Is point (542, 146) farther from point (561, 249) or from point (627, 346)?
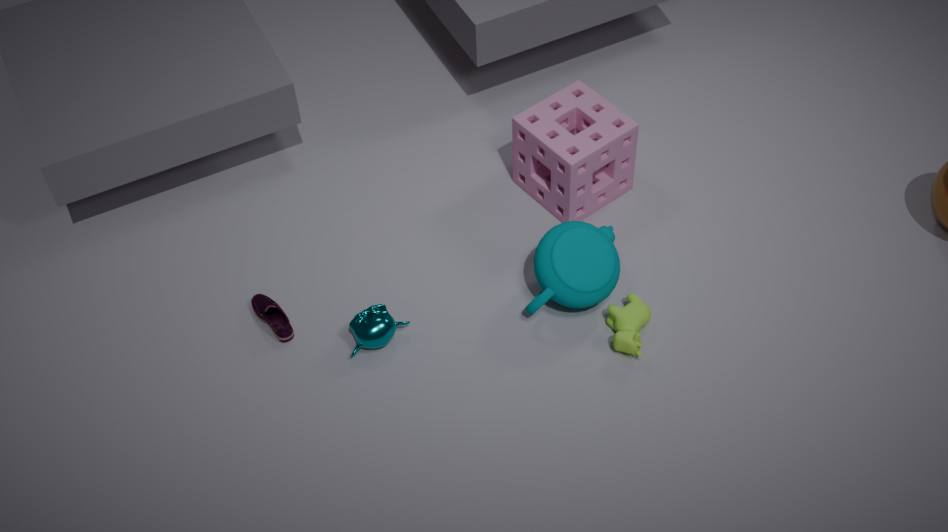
point (627, 346)
